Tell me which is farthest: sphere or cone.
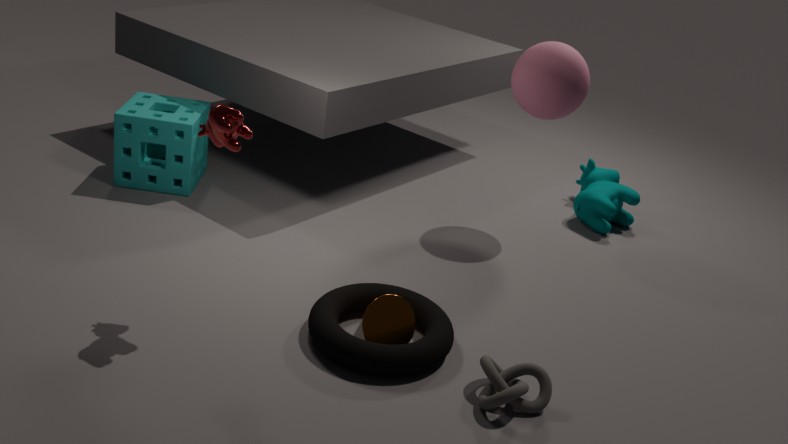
sphere
